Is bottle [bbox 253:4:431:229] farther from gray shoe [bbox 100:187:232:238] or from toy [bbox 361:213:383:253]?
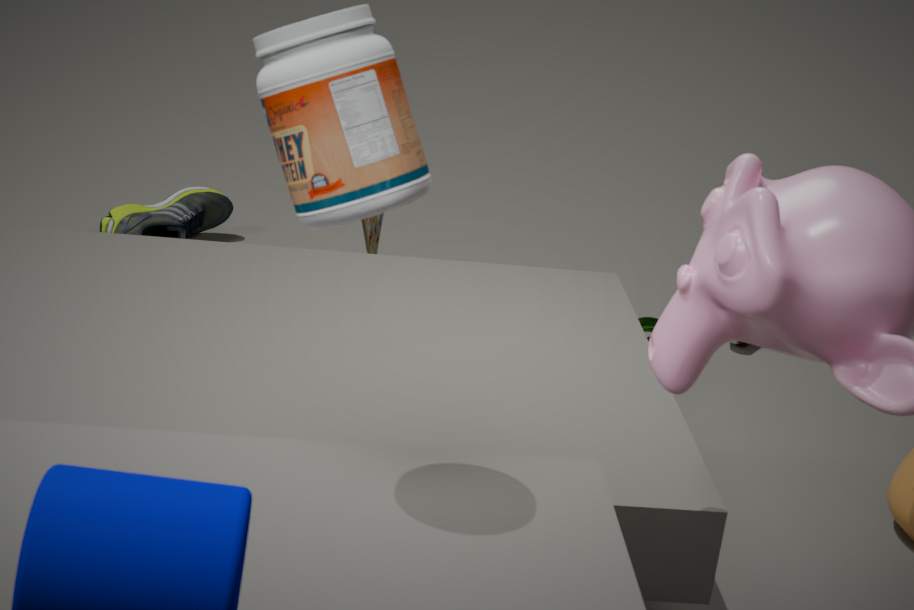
gray shoe [bbox 100:187:232:238]
